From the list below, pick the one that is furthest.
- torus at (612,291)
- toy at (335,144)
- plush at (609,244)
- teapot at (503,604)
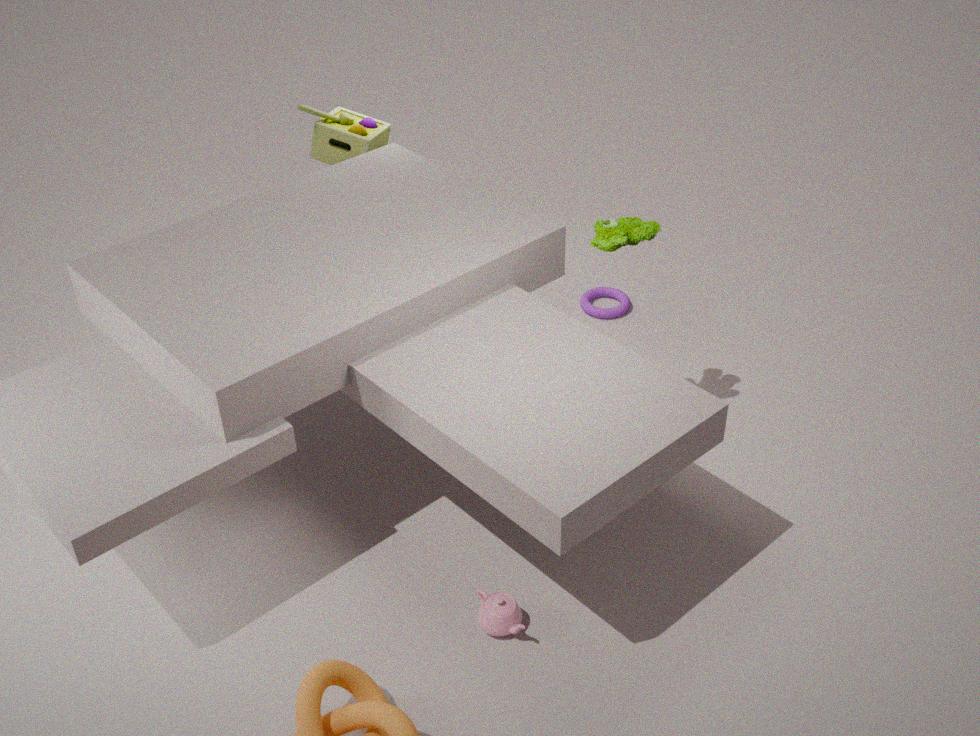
torus at (612,291)
